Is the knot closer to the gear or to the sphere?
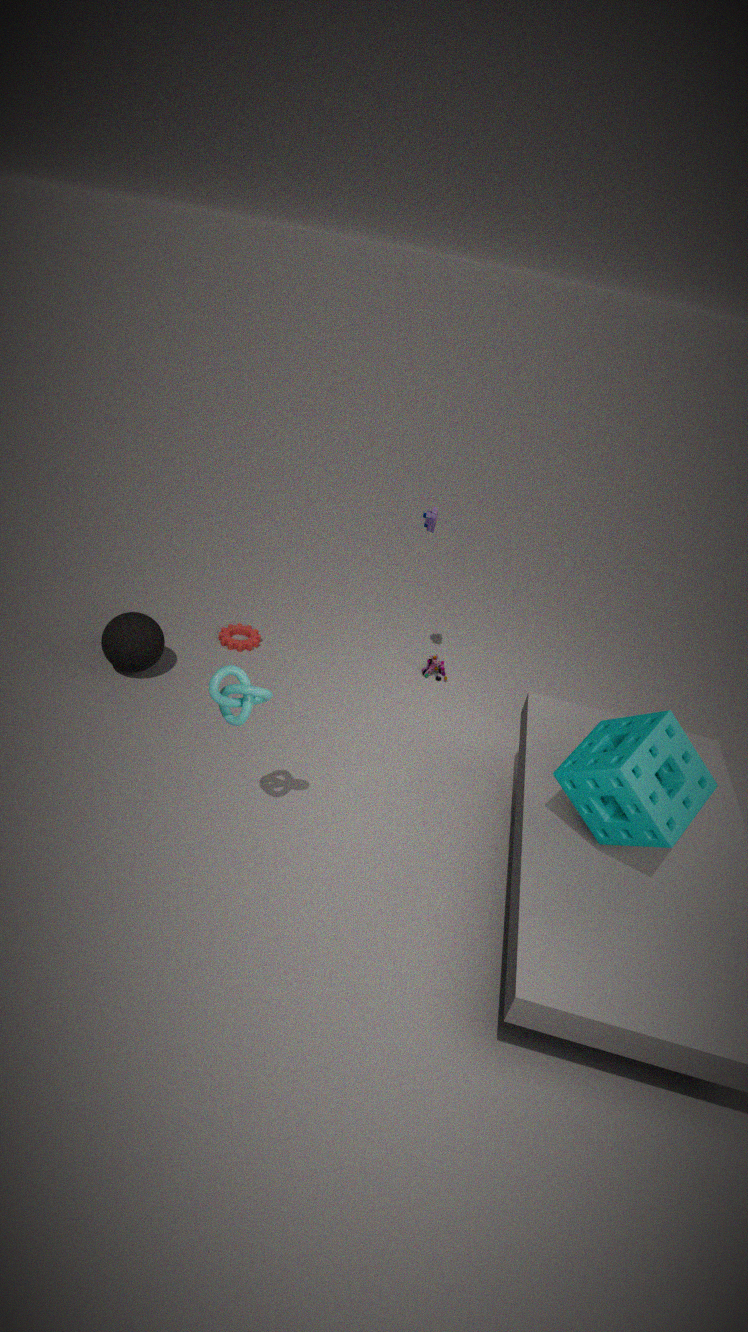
the sphere
